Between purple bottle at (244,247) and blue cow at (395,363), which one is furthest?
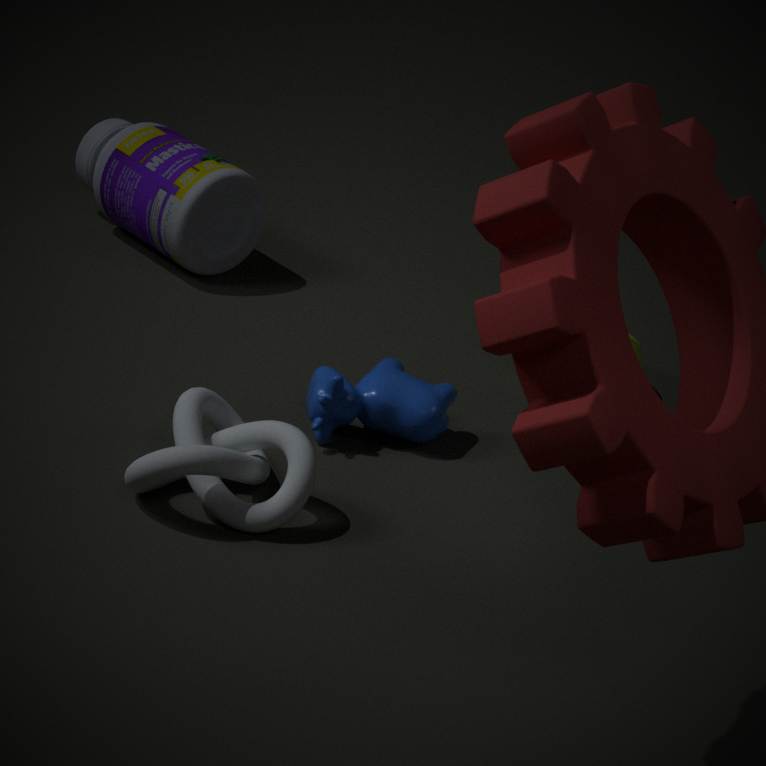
Result: purple bottle at (244,247)
